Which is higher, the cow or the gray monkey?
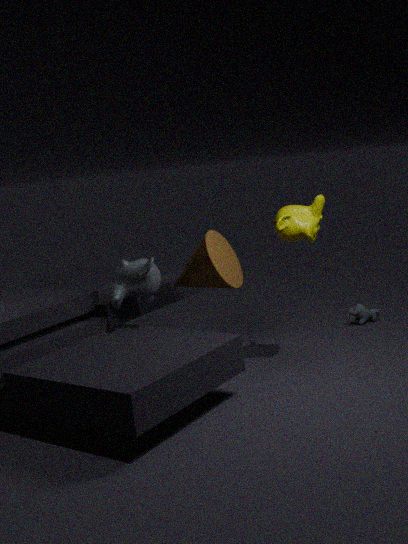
the gray monkey
